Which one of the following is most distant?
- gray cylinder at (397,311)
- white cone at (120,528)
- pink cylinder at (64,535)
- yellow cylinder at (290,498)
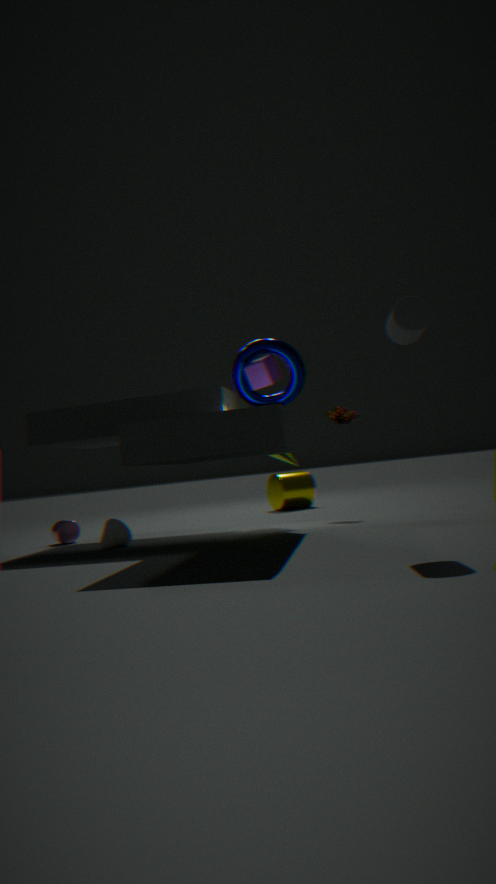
yellow cylinder at (290,498)
